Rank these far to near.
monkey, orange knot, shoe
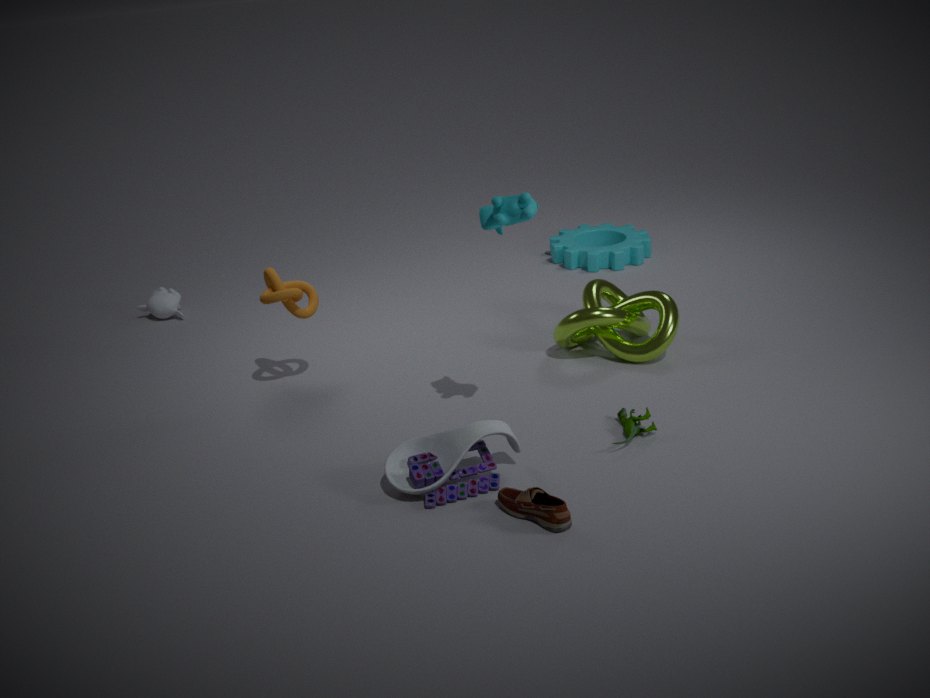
monkey, orange knot, shoe
